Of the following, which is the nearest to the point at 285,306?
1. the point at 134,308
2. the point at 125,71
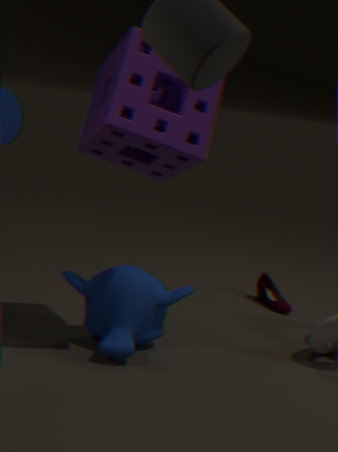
the point at 134,308
